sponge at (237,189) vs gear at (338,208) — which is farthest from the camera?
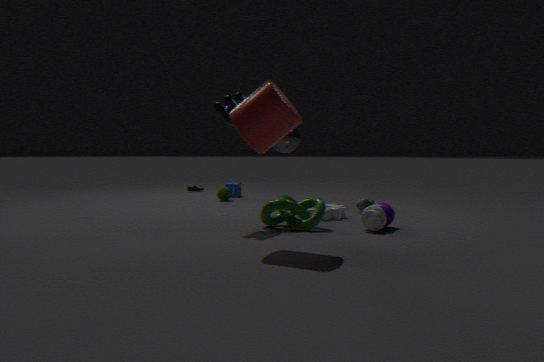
sponge at (237,189)
